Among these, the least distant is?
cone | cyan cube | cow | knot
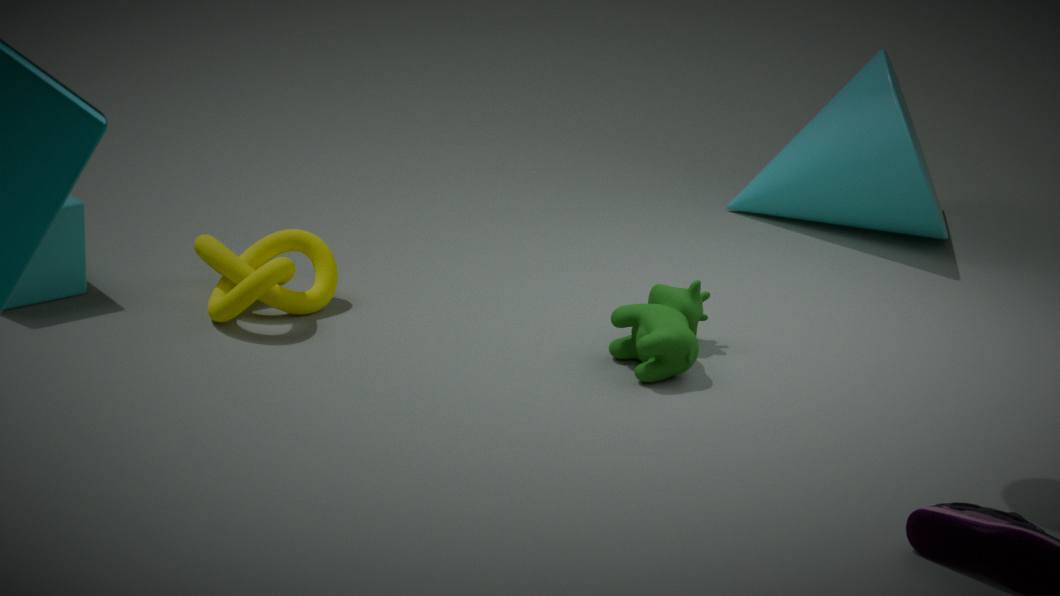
cow
